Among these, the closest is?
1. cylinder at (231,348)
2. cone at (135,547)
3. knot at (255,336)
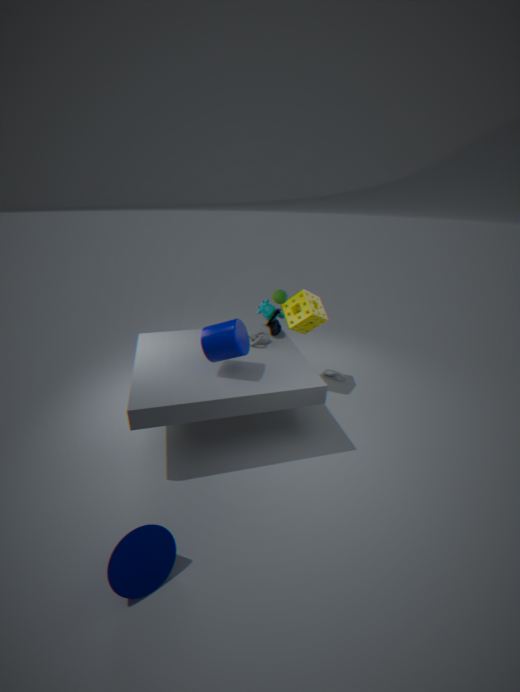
cone at (135,547)
